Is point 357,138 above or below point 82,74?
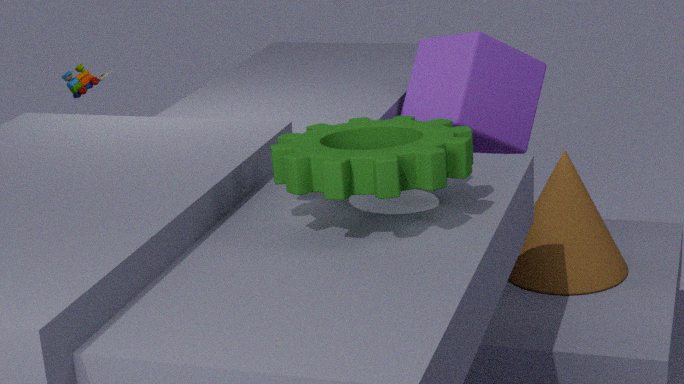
above
